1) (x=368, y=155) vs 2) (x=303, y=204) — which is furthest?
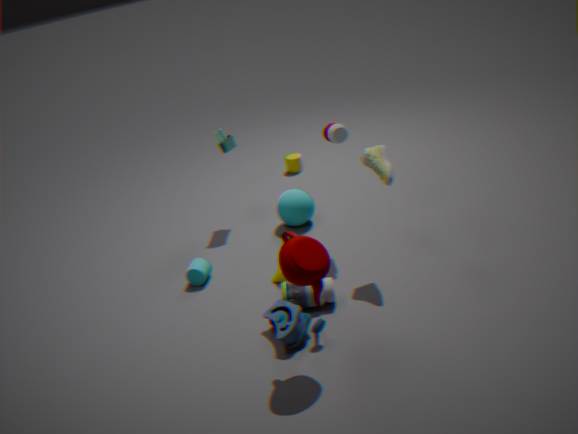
2. (x=303, y=204)
